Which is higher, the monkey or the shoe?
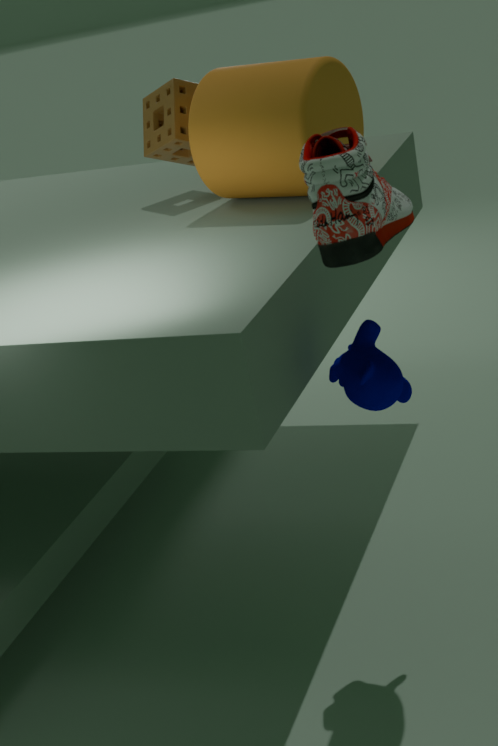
the shoe
